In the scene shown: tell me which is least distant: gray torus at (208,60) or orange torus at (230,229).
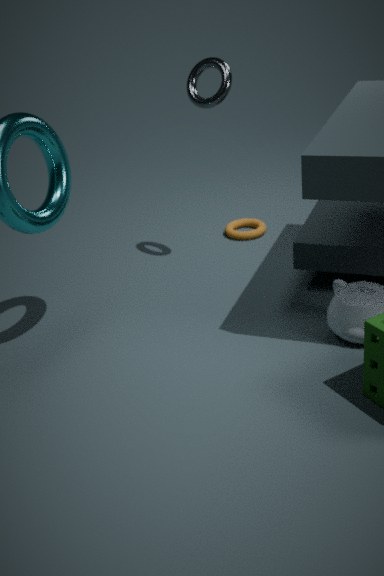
gray torus at (208,60)
